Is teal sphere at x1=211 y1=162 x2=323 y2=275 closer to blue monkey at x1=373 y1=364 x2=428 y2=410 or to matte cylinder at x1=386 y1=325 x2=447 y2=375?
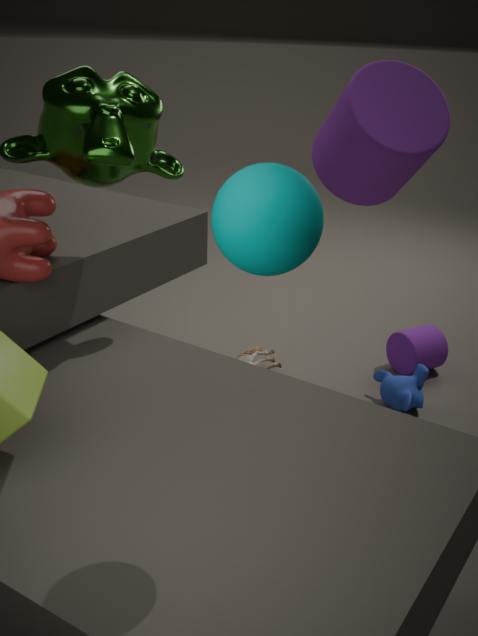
blue monkey at x1=373 y1=364 x2=428 y2=410
